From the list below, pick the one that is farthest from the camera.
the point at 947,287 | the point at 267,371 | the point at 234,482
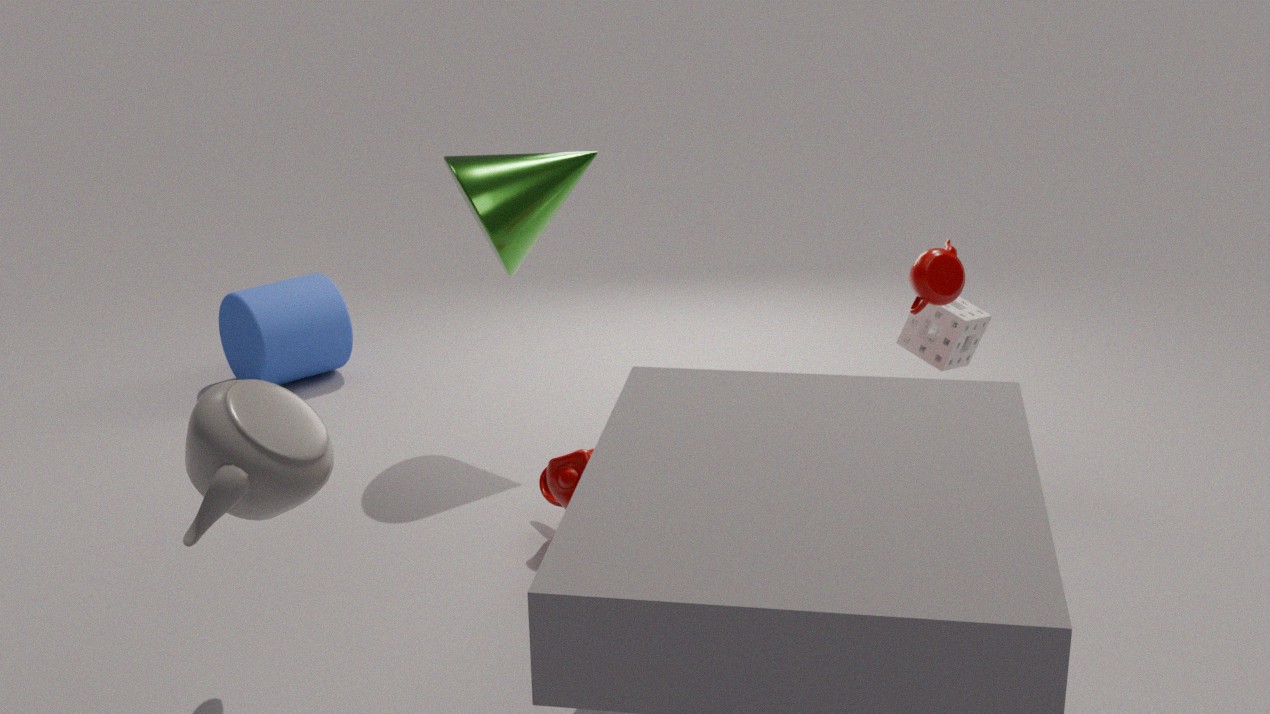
the point at 267,371
